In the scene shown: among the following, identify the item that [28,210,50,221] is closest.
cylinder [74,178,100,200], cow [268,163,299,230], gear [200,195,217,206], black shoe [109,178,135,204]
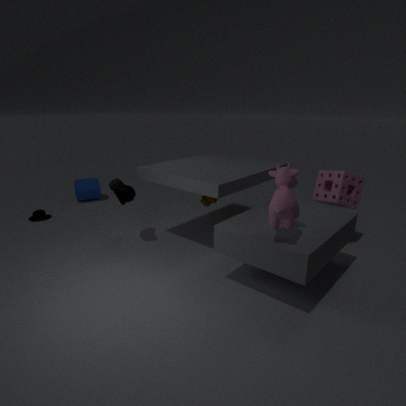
cow [268,163,299,230]
